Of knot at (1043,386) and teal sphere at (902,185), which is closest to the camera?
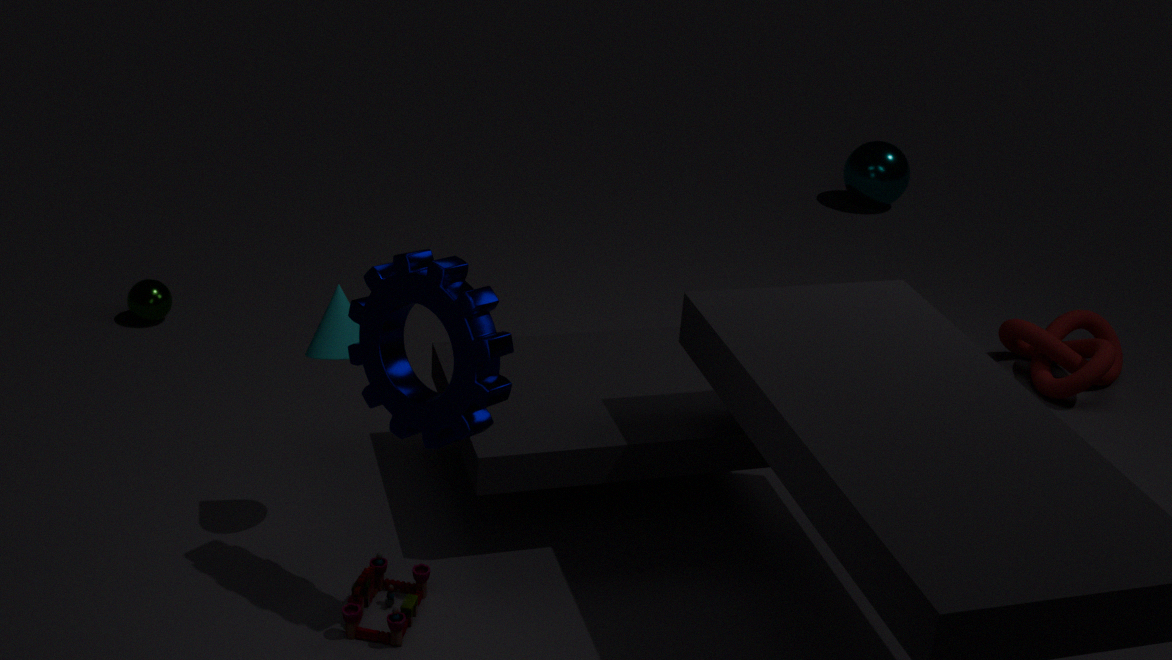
knot at (1043,386)
